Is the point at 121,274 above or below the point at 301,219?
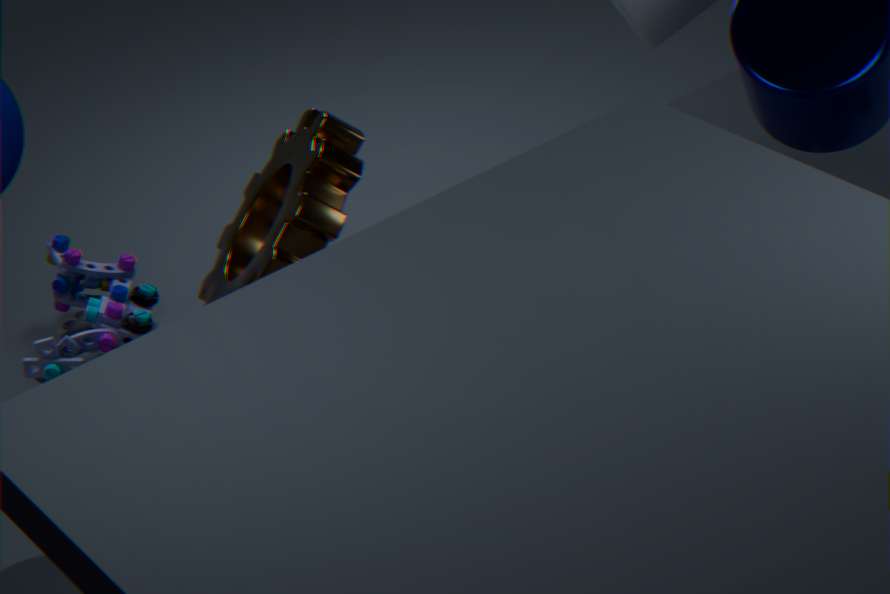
below
